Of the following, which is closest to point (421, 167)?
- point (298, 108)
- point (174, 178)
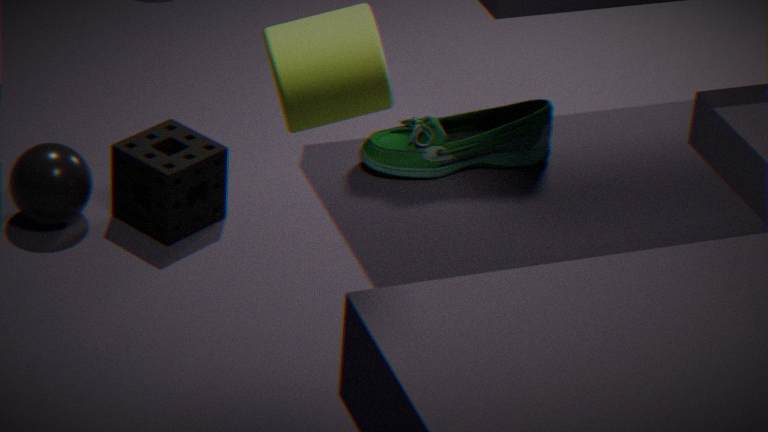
point (174, 178)
